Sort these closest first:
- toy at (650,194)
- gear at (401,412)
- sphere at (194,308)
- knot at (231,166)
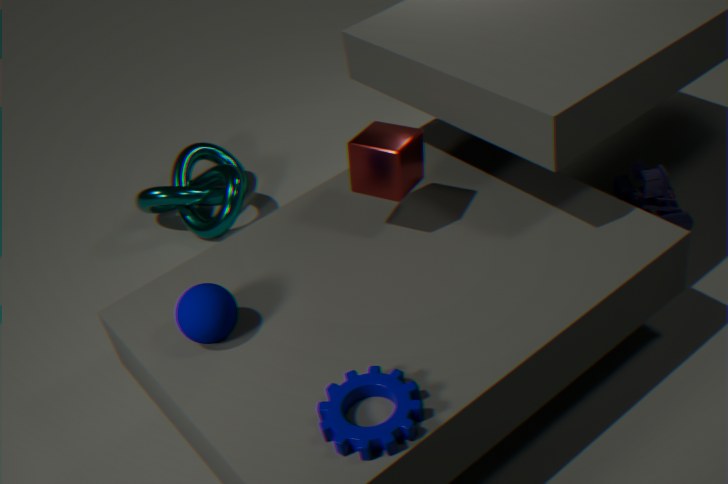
gear at (401,412)
sphere at (194,308)
toy at (650,194)
knot at (231,166)
